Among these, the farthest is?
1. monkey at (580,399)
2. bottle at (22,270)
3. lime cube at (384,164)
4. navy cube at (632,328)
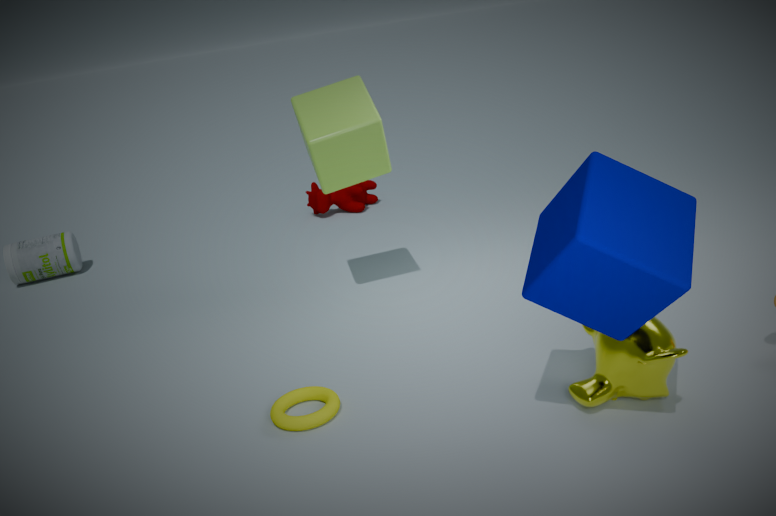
bottle at (22,270)
